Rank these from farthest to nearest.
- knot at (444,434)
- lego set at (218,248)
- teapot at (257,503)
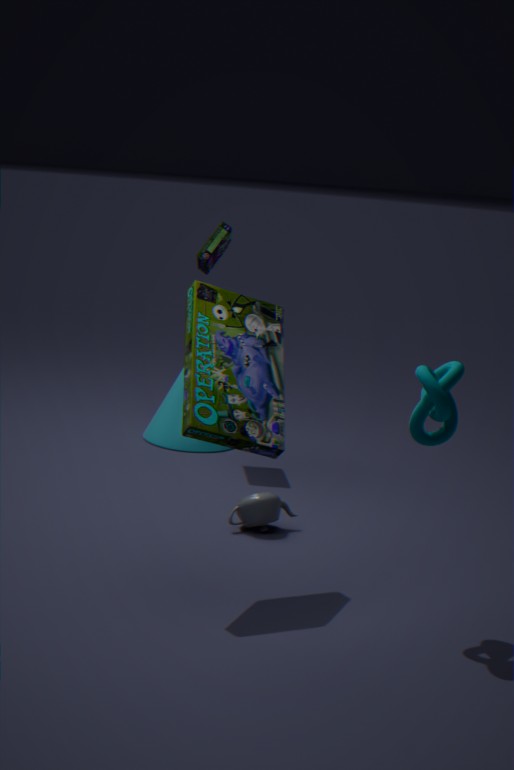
lego set at (218,248) < teapot at (257,503) < knot at (444,434)
